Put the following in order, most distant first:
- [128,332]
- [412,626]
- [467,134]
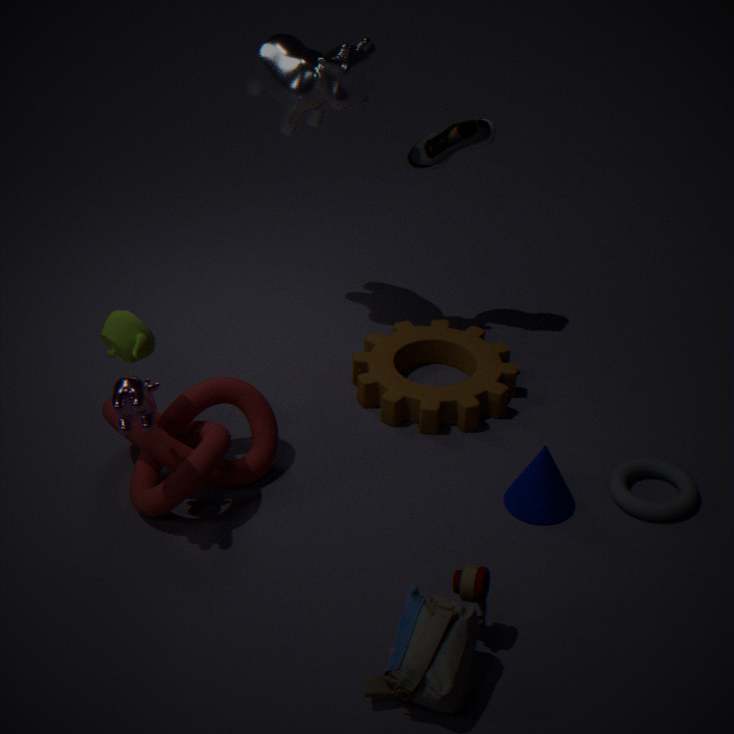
[467,134] → [128,332] → [412,626]
